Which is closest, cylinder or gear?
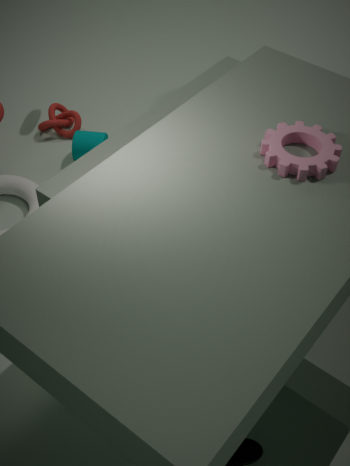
gear
